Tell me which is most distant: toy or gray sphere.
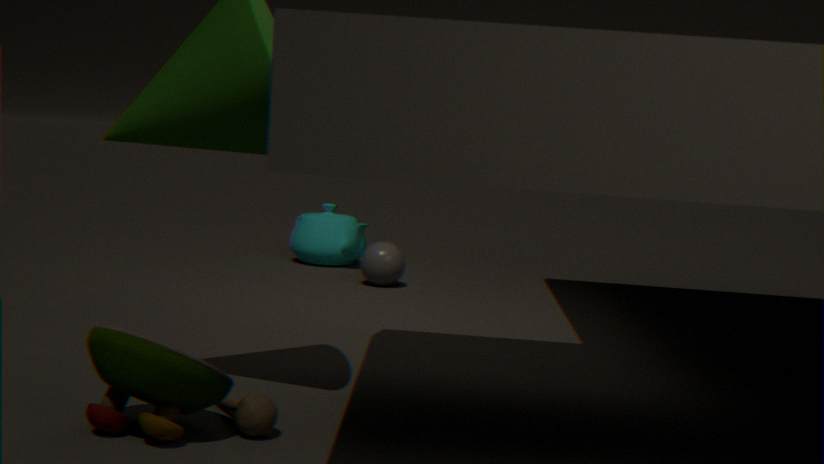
gray sphere
